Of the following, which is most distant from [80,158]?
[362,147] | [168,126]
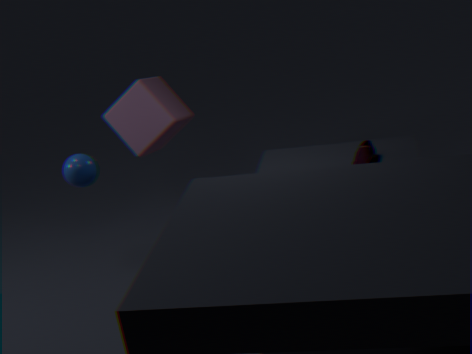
[362,147]
